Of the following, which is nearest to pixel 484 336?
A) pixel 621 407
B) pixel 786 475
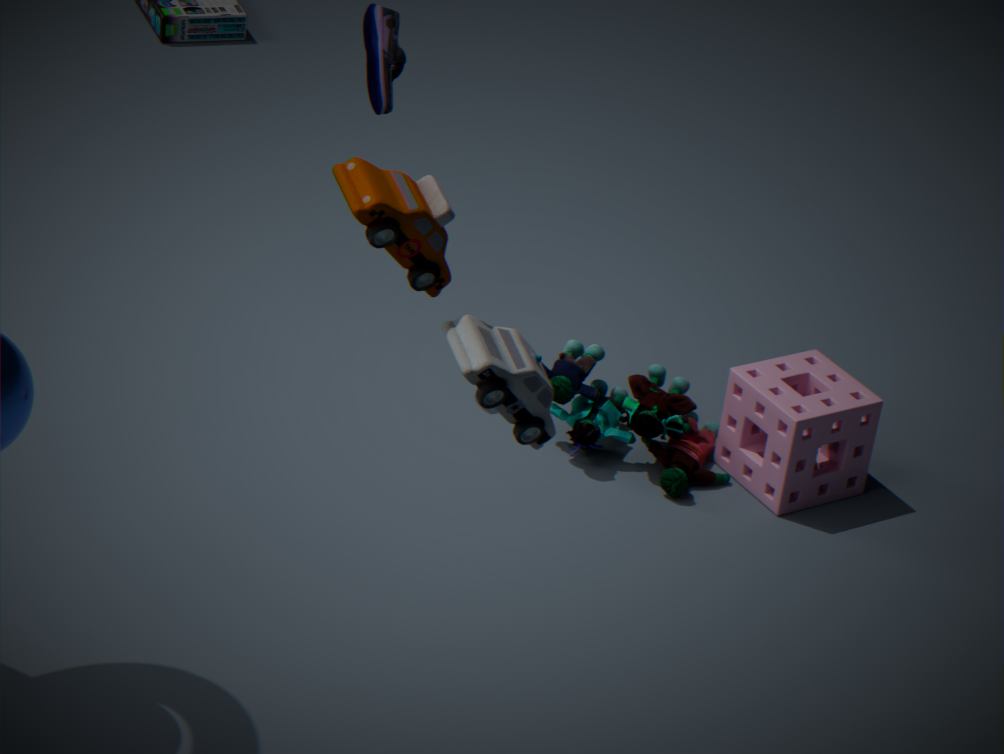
pixel 621 407
